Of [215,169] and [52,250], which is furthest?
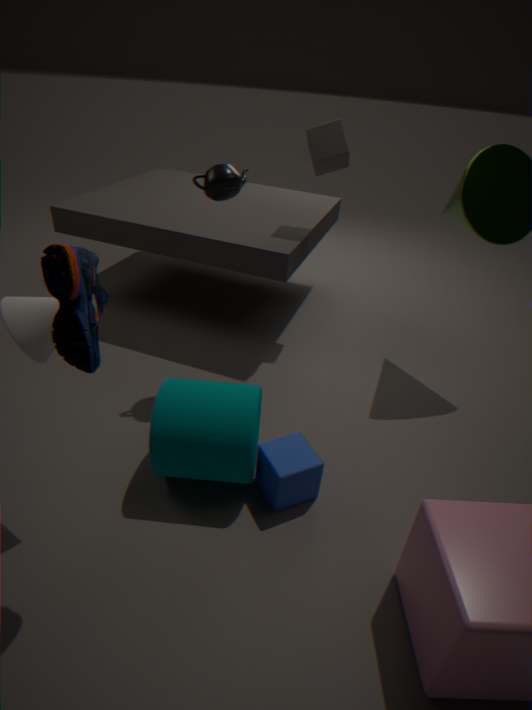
[215,169]
